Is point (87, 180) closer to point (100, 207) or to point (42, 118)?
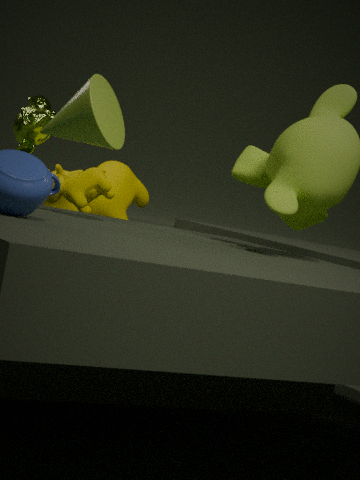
point (42, 118)
